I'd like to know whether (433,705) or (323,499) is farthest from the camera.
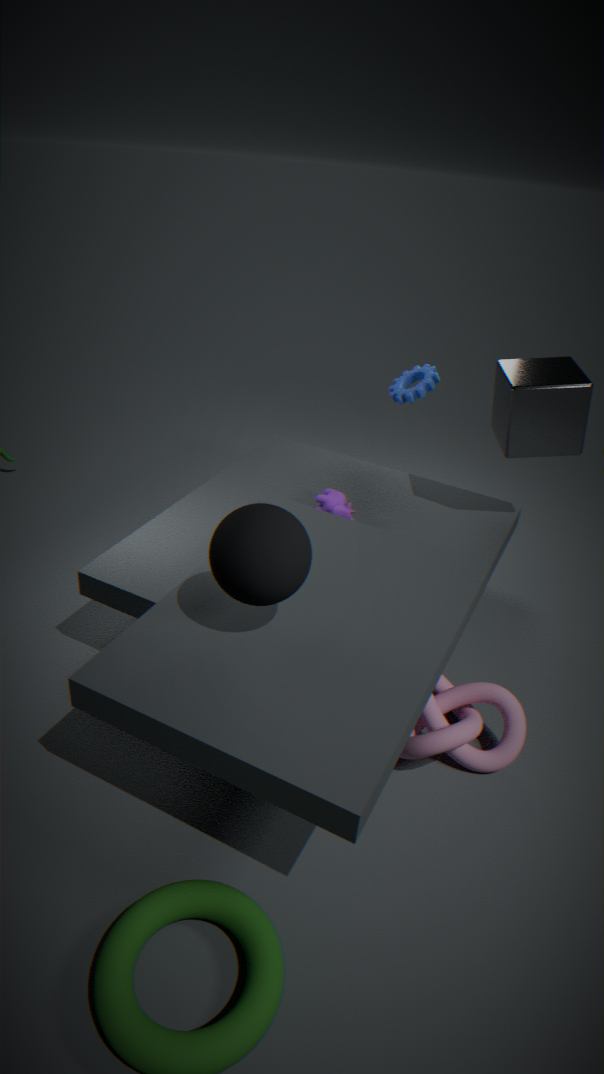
(323,499)
